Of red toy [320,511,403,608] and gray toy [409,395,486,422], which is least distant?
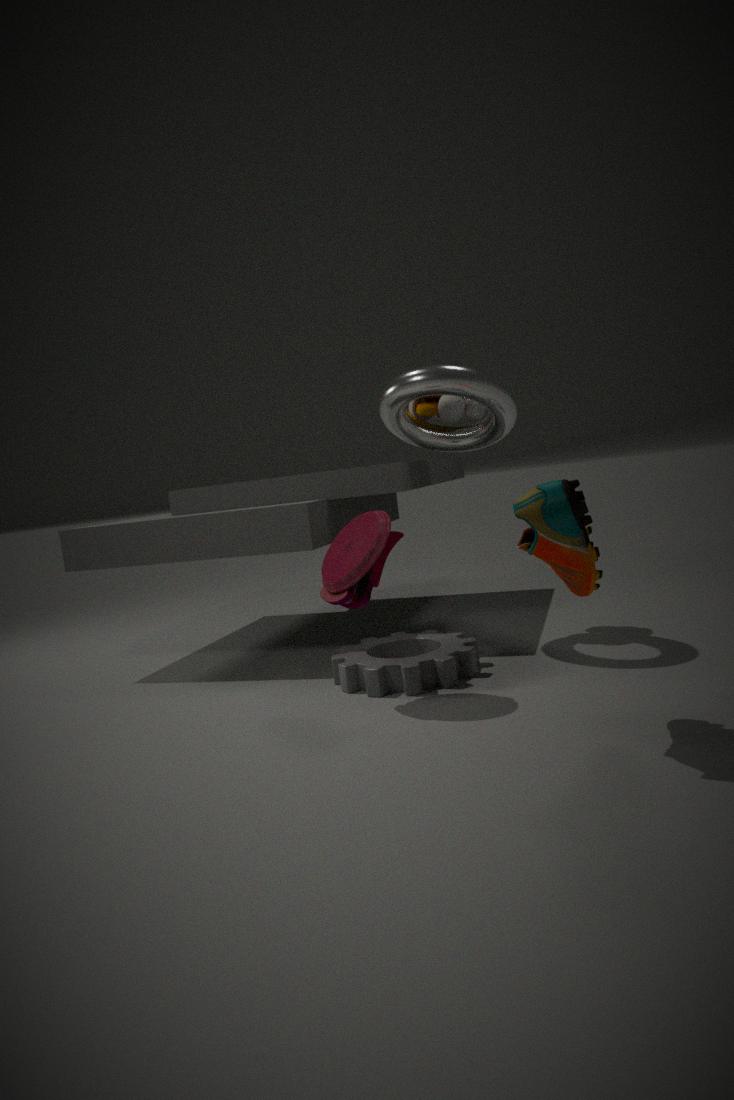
red toy [320,511,403,608]
